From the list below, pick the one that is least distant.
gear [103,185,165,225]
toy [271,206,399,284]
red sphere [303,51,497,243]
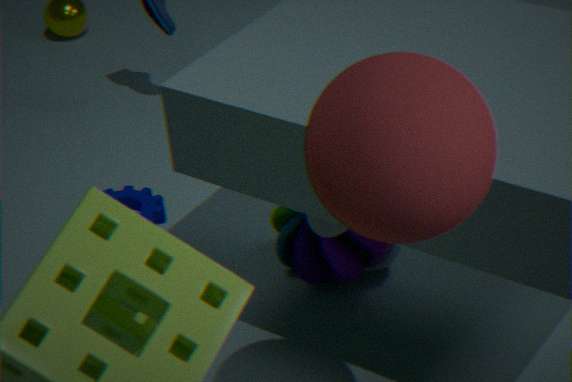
red sphere [303,51,497,243]
